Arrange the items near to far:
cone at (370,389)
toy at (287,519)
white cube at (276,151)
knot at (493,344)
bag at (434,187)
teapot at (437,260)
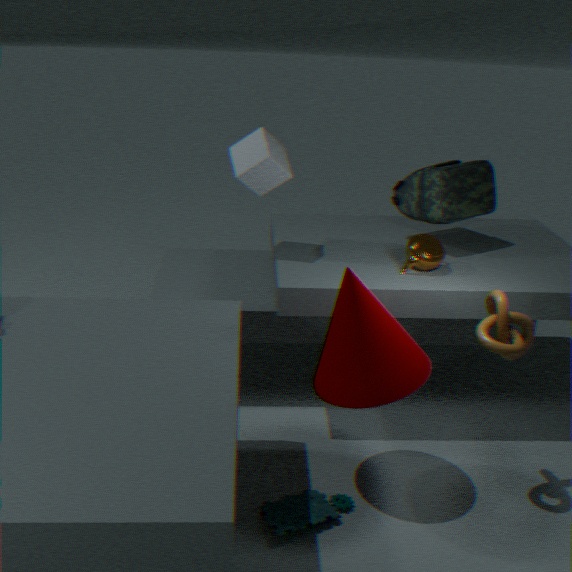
cone at (370,389), knot at (493,344), toy at (287,519), white cube at (276,151), teapot at (437,260), bag at (434,187)
